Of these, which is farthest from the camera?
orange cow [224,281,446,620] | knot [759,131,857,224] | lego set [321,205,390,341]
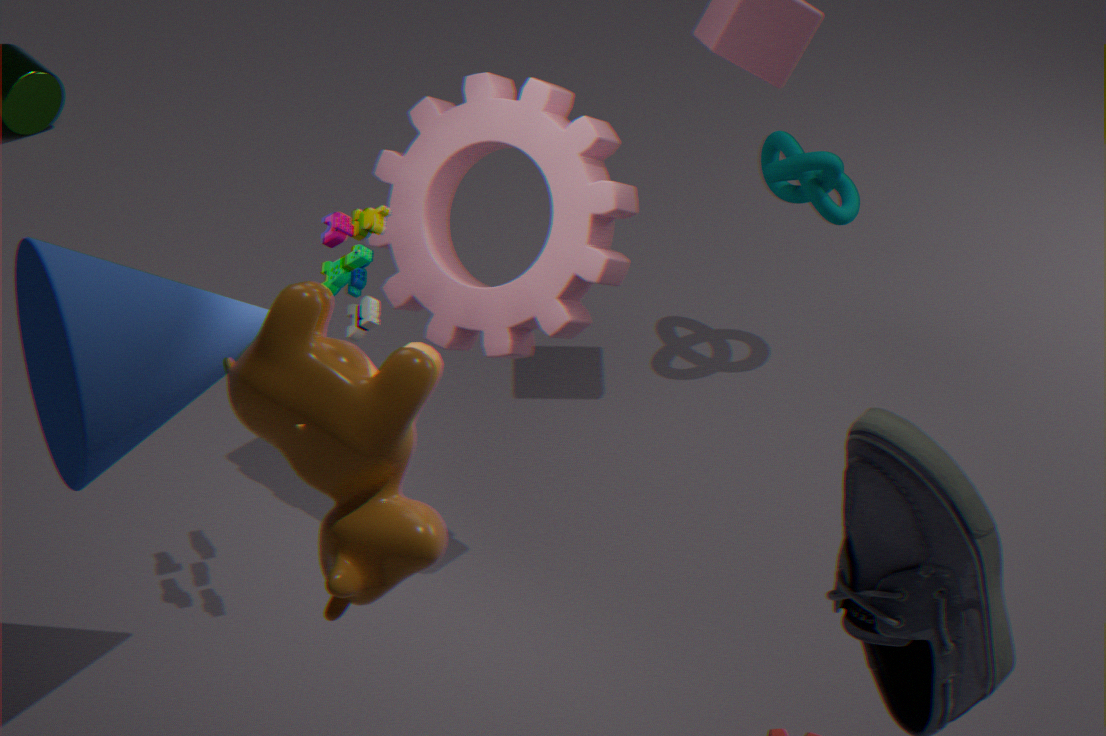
knot [759,131,857,224]
